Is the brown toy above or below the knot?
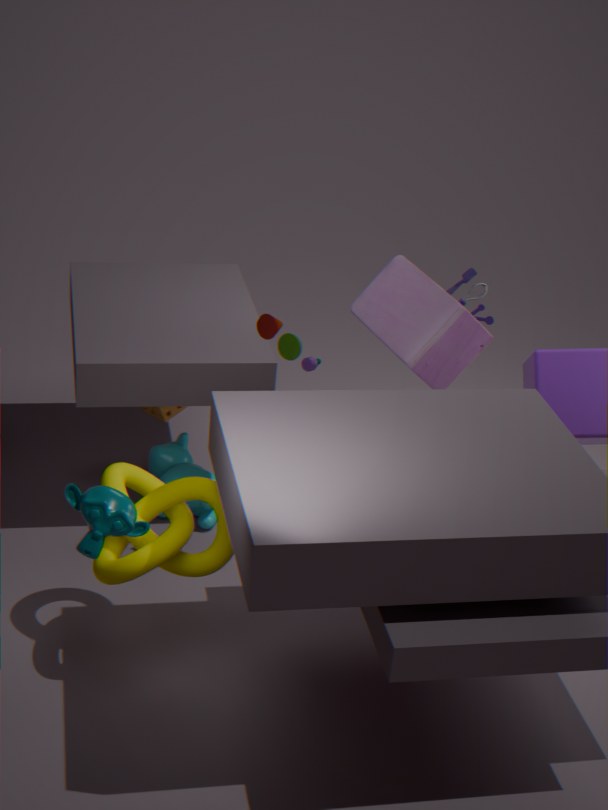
above
